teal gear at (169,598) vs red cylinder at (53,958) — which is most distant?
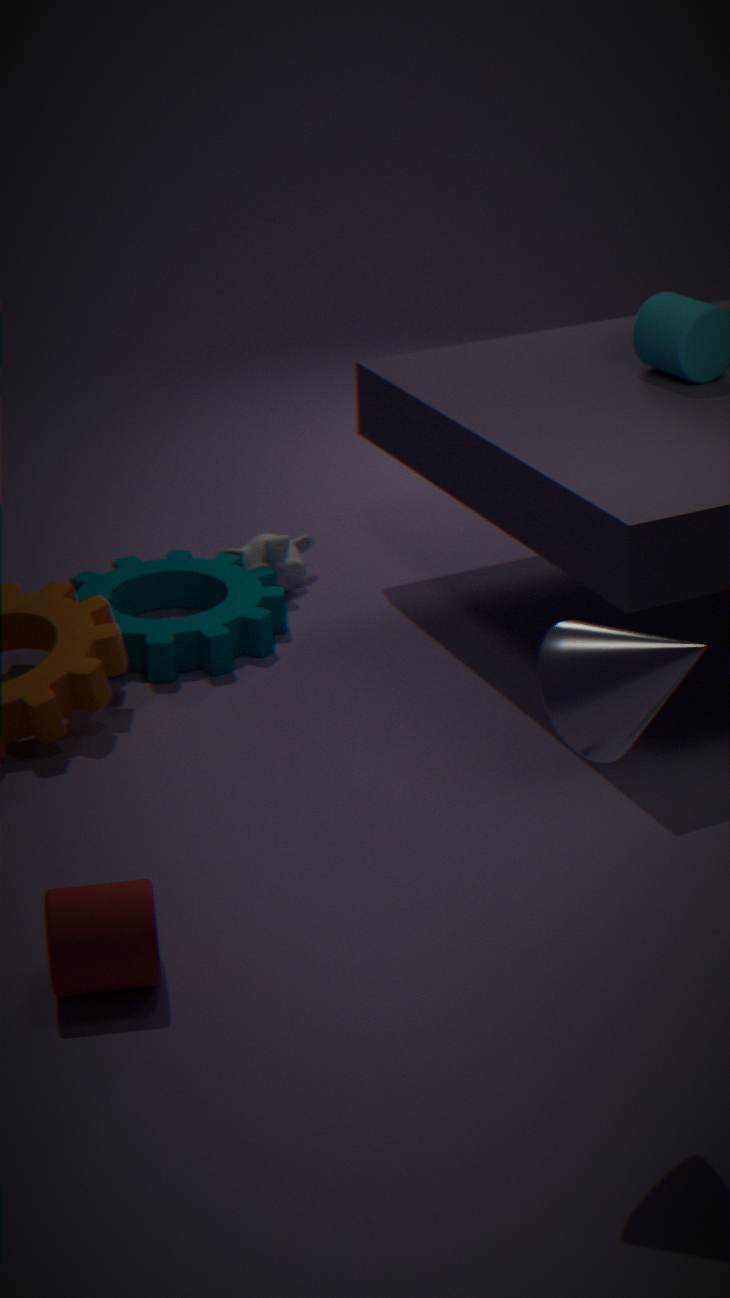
teal gear at (169,598)
